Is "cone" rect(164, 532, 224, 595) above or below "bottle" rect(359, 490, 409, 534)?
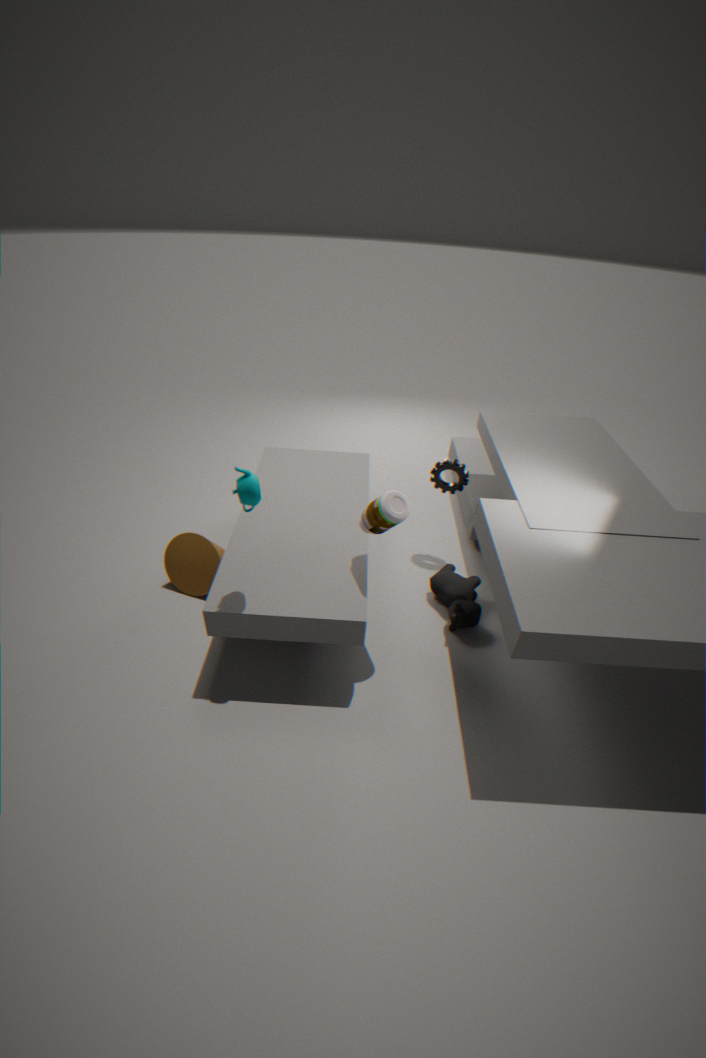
below
